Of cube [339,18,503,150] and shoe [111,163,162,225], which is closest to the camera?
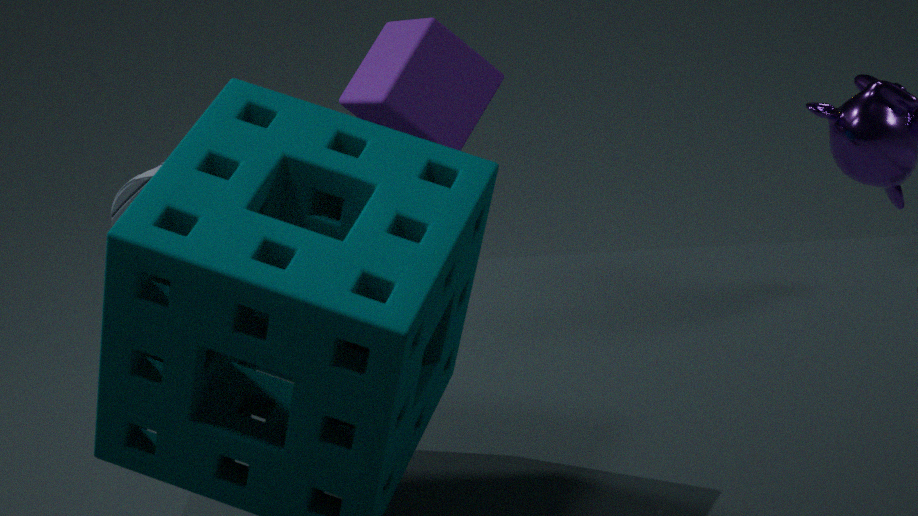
cube [339,18,503,150]
